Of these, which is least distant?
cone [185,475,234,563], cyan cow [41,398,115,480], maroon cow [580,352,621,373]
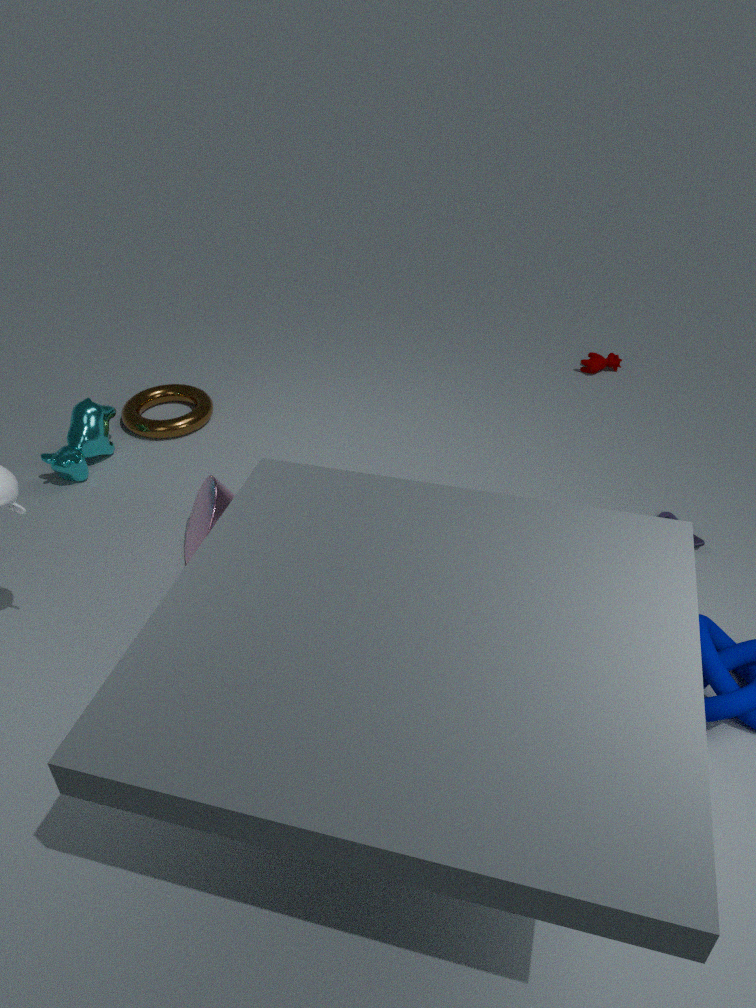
cone [185,475,234,563]
